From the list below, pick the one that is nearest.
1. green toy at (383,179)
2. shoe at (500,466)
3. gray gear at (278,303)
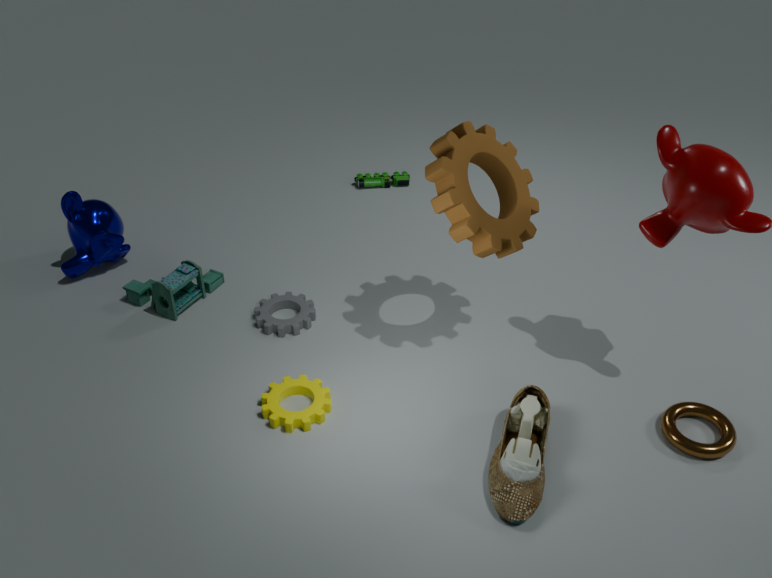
shoe at (500,466)
